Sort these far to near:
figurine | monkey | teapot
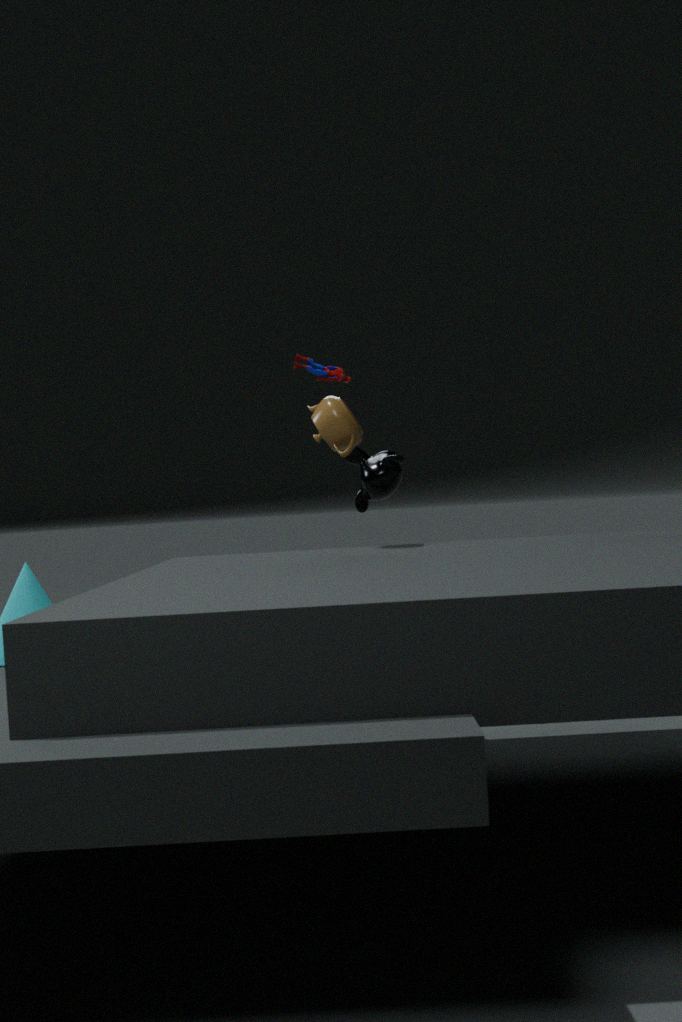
figurine
monkey
teapot
